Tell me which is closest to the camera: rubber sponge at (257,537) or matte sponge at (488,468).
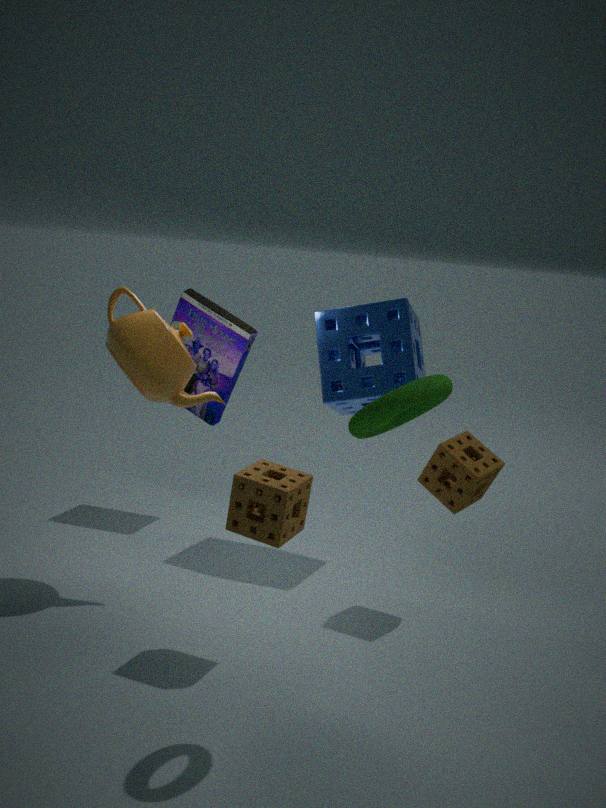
rubber sponge at (257,537)
